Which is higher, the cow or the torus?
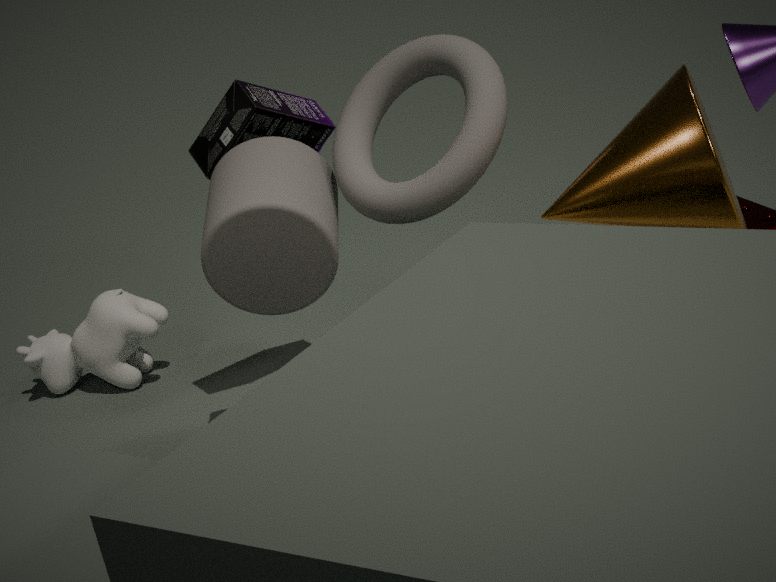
the torus
